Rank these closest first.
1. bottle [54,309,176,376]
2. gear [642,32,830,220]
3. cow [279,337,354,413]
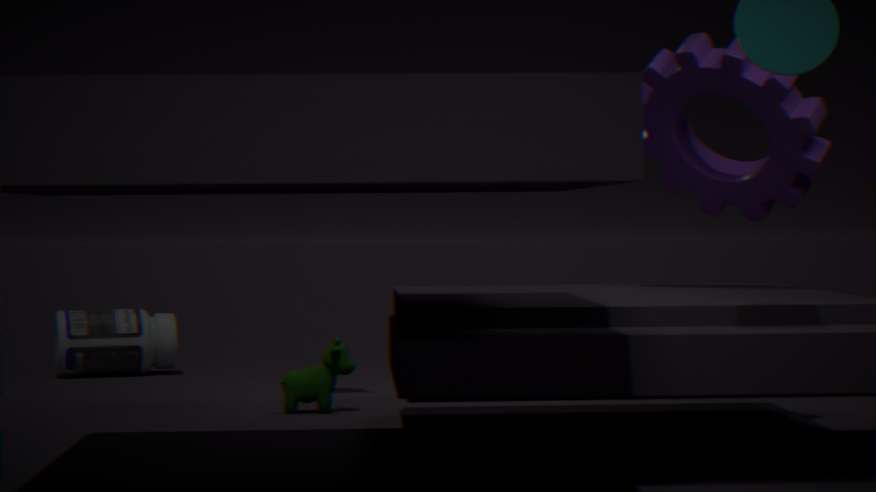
gear [642,32,830,220]
cow [279,337,354,413]
bottle [54,309,176,376]
